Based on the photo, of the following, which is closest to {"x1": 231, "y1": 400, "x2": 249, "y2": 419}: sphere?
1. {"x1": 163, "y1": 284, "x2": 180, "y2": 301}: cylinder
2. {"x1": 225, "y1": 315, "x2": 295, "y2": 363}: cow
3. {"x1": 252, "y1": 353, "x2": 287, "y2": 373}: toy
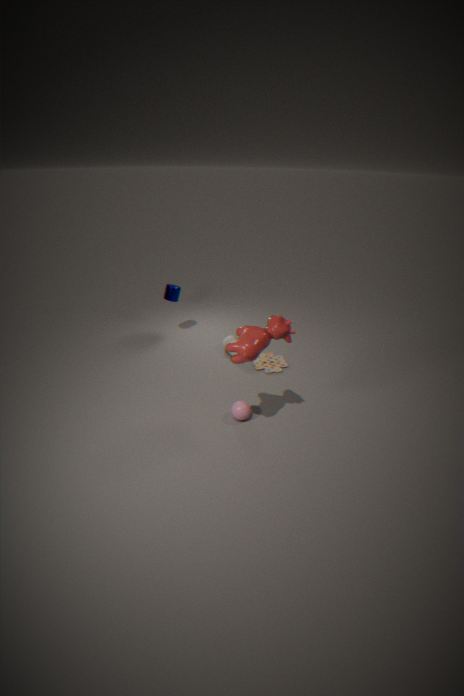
{"x1": 225, "y1": 315, "x2": 295, "y2": 363}: cow
